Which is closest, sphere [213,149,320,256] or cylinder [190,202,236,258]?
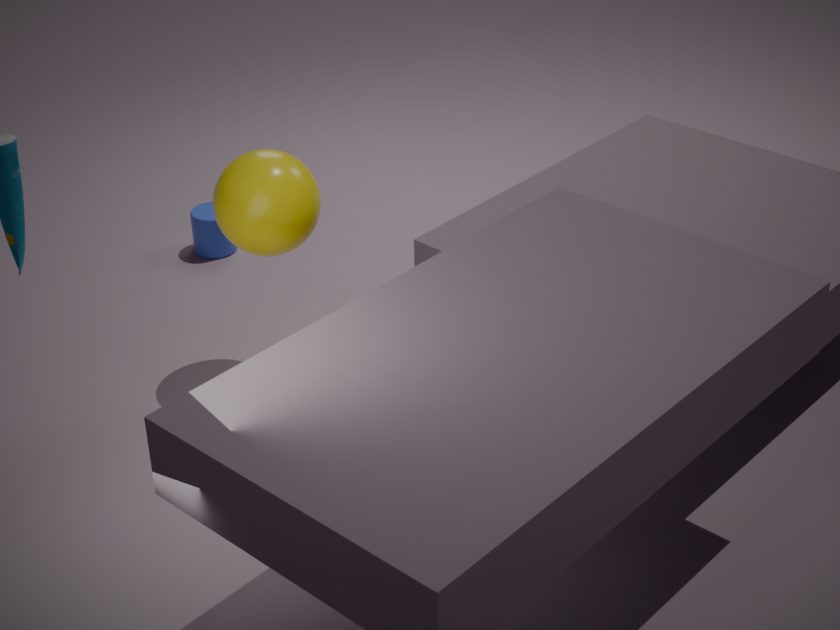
sphere [213,149,320,256]
